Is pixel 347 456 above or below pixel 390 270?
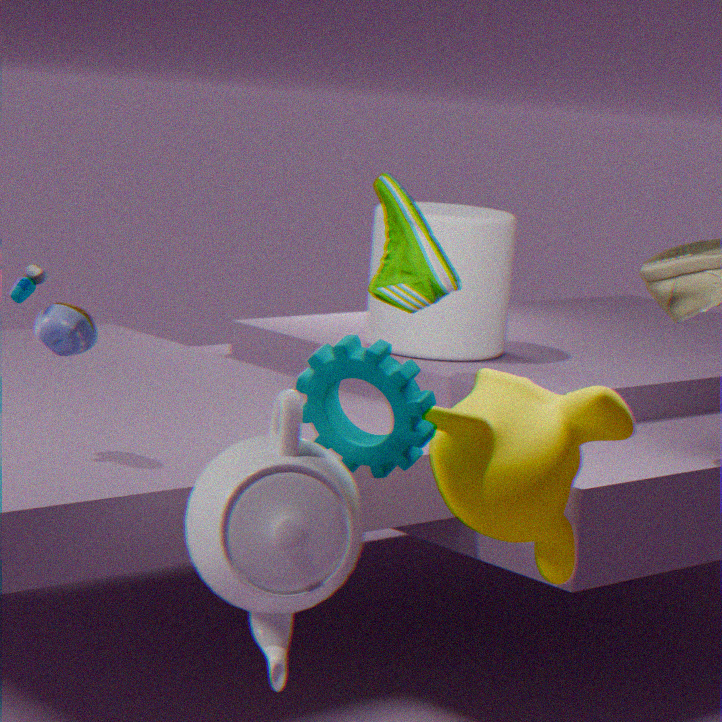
below
